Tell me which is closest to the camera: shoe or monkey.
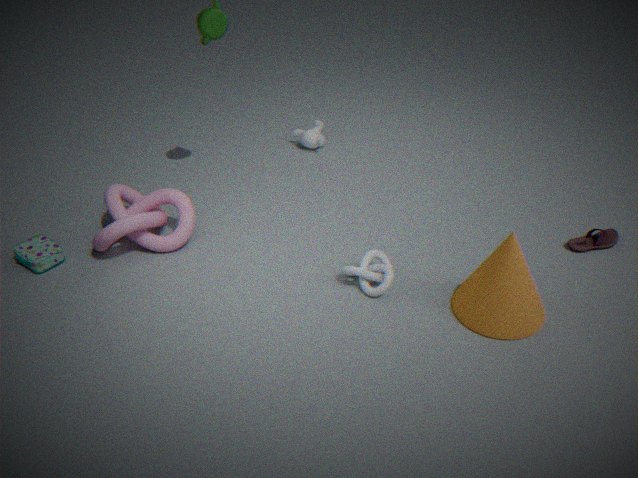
shoe
